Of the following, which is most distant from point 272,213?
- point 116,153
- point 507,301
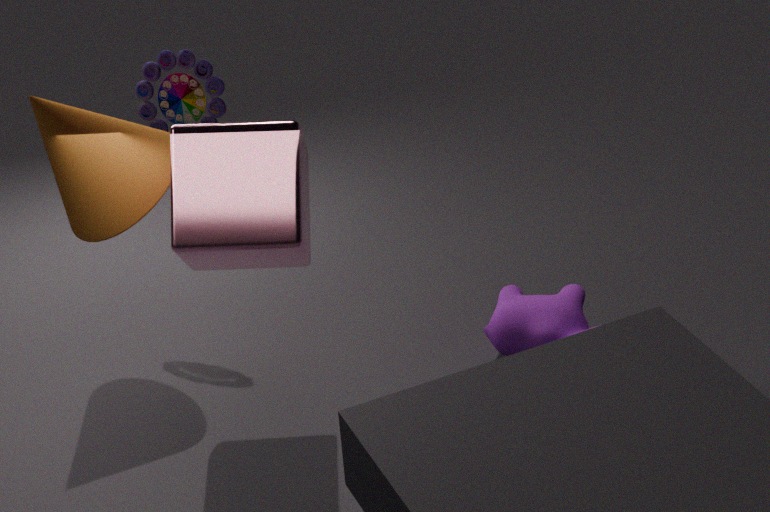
point 507,301
